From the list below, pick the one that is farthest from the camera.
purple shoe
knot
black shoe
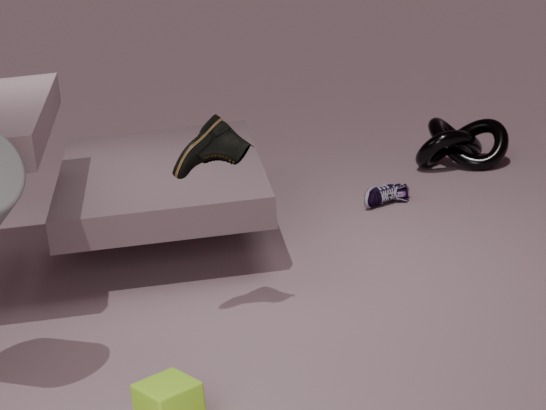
knot
